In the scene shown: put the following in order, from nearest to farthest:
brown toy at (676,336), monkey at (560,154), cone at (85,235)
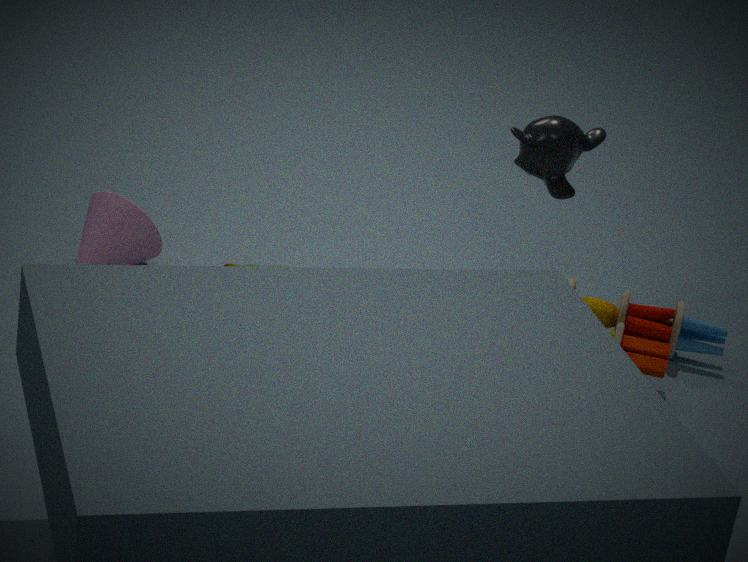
brown toy at (676,336) < monkey at (560,154) < cone at (85,235)
